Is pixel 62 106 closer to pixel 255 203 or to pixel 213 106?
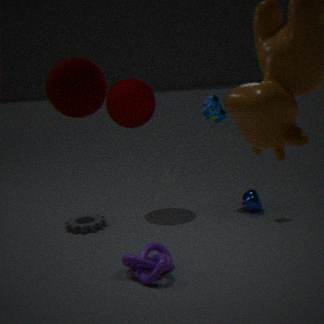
pixel 213 106
